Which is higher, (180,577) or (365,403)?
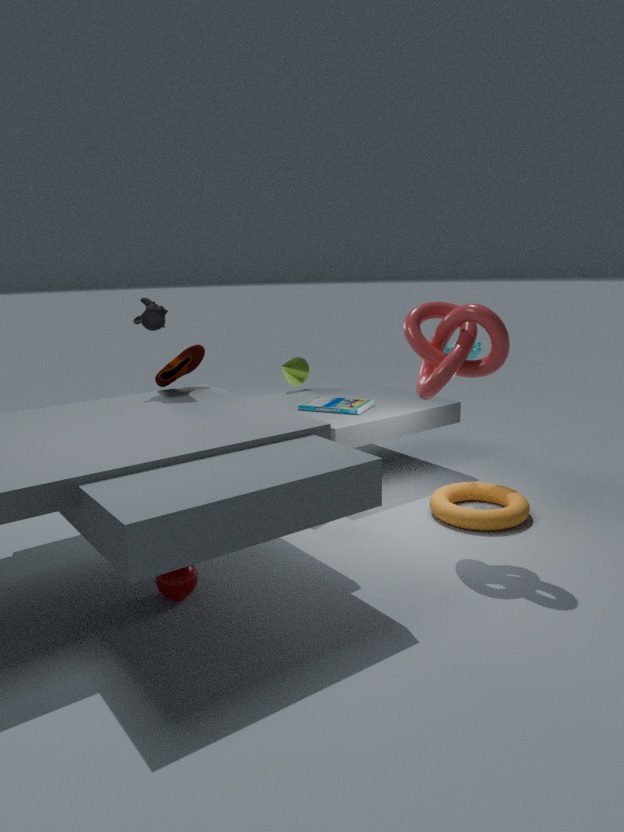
(365,403)
